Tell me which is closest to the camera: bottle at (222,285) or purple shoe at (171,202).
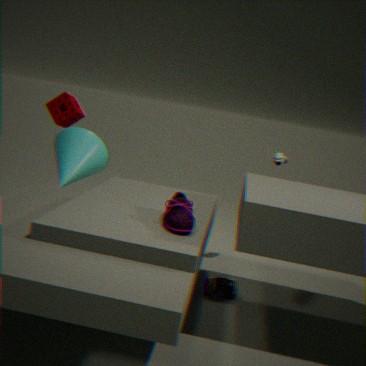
purple shoe at (171,202)
